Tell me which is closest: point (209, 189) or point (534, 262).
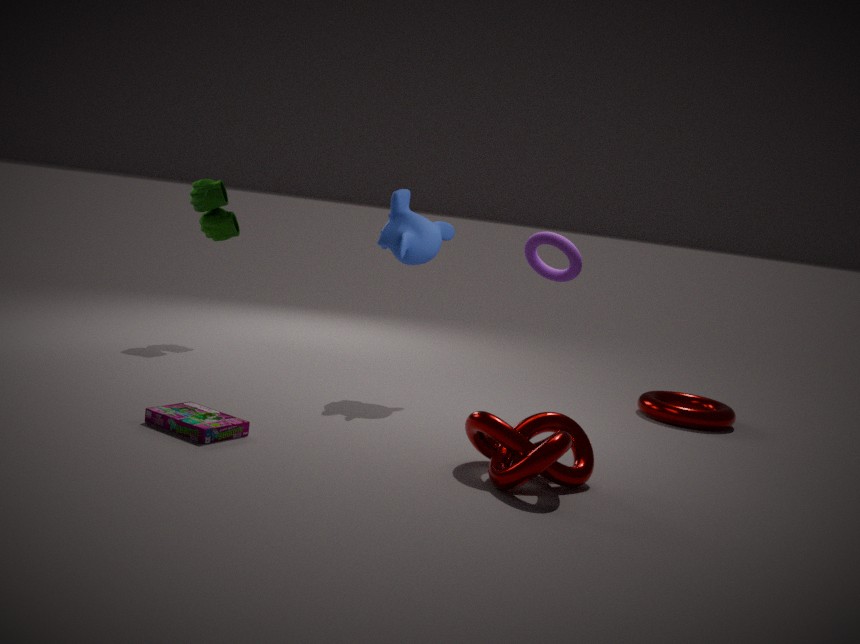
point (534, 262)
